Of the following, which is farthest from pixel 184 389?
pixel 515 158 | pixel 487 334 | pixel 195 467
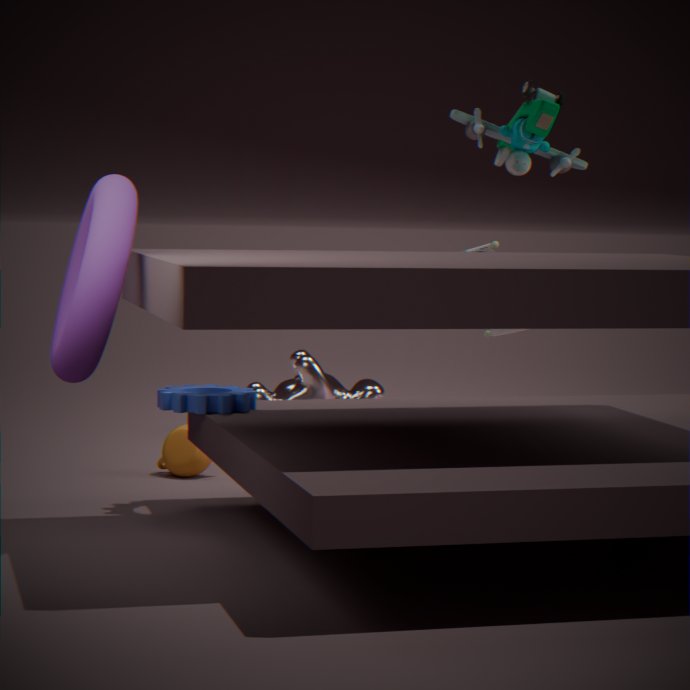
pixel 487 334
